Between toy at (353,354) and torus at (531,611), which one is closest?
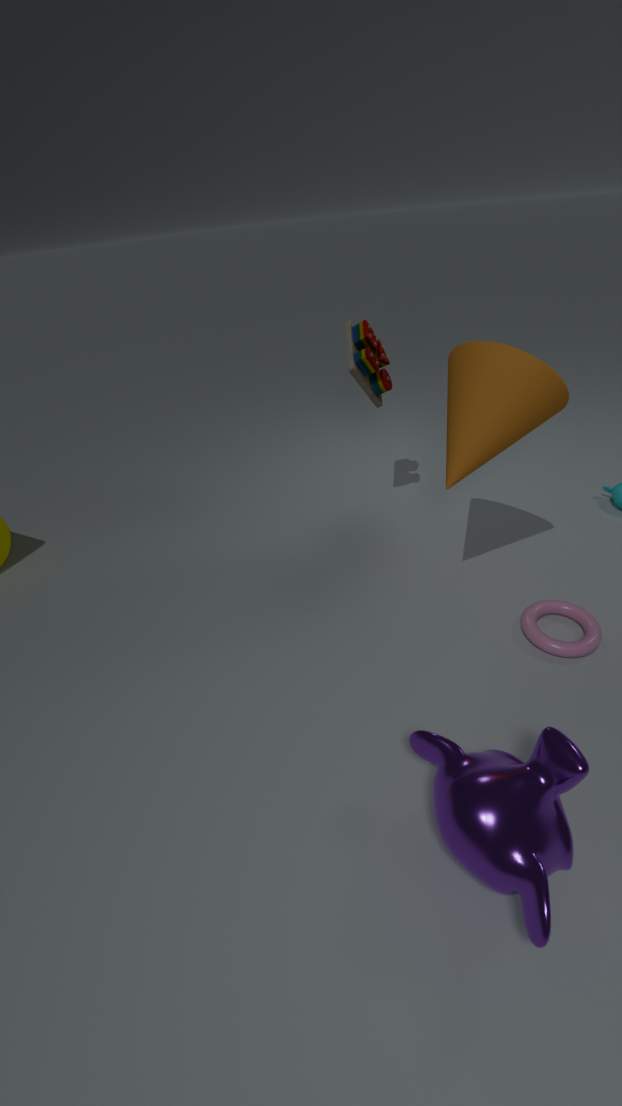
torus at (531,611)
